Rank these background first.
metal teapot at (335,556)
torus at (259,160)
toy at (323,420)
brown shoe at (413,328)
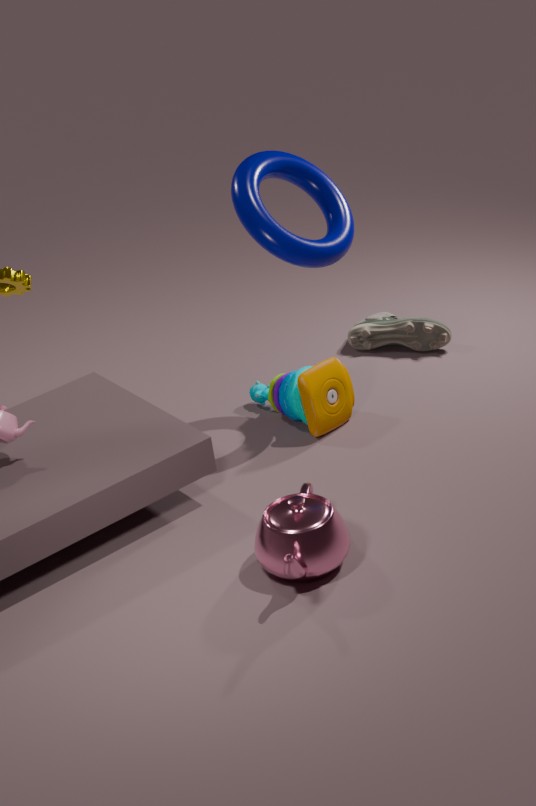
brown shoe at (413,328) → toy at (323,420) → torus at (259,160) → metal teapot at (335,556)
